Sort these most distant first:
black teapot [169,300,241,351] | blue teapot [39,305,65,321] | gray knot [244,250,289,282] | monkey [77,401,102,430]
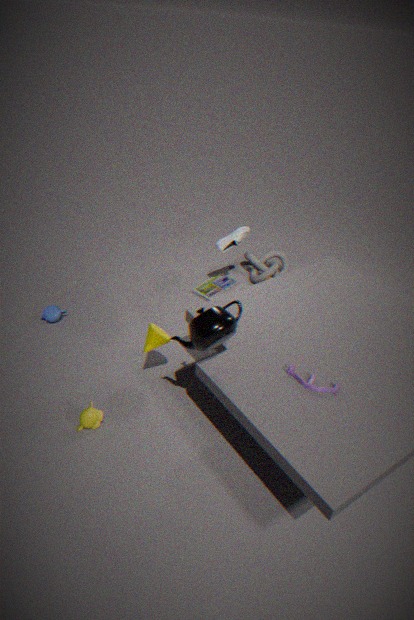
gray knot [244,250,289,282], blue teapot [39,305,65,321], monkey [77,401,102,430], black teapot [169,300,241,351]
